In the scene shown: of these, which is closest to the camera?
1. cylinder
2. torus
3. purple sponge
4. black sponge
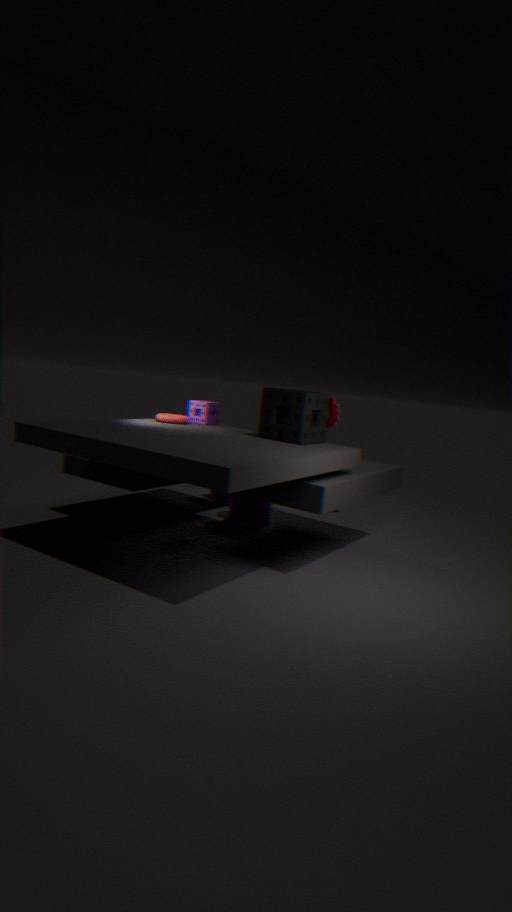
black sponge
